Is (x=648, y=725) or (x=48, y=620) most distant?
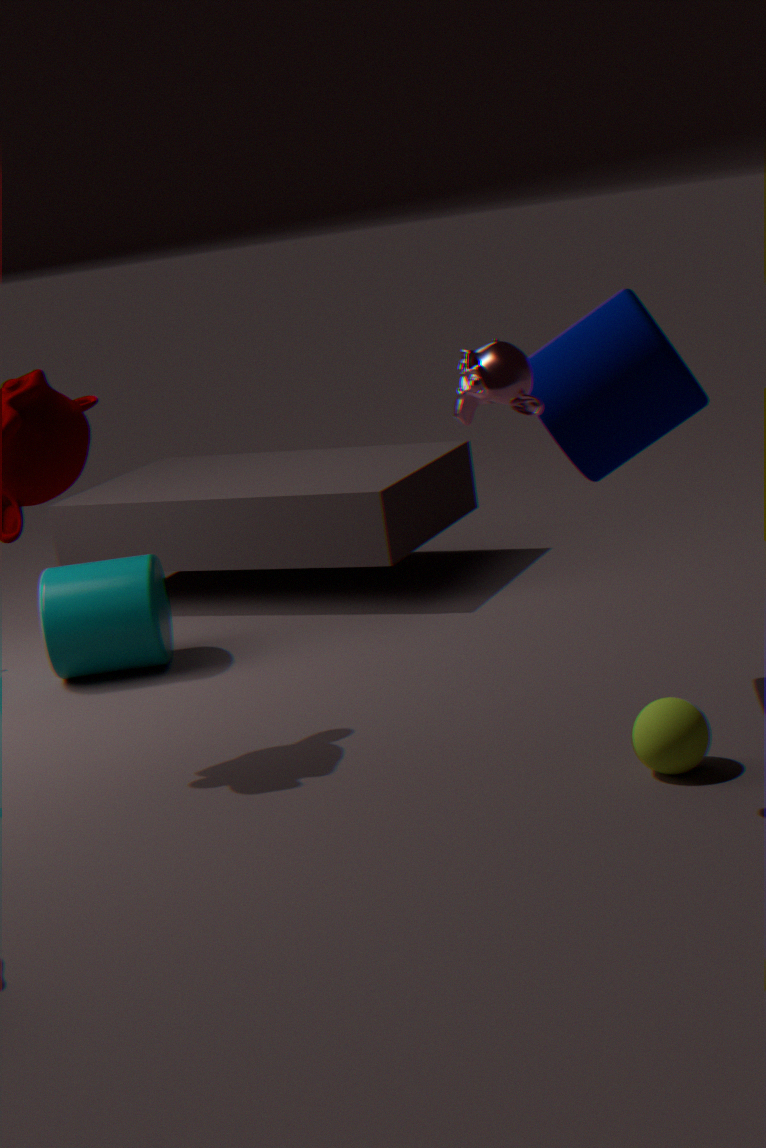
(x=48, y=620)
